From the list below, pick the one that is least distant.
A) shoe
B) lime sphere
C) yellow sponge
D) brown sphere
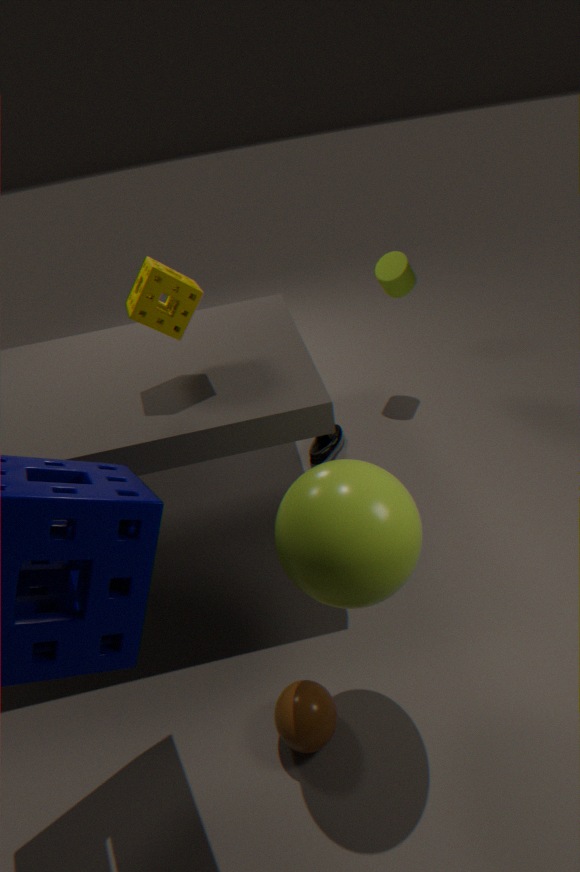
lime sphere
